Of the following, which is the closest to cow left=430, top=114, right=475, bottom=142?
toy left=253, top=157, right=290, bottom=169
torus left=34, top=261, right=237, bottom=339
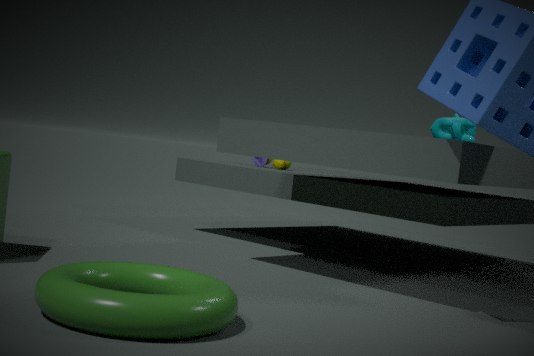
toy left=253, top=157, right=290, bottom=169
